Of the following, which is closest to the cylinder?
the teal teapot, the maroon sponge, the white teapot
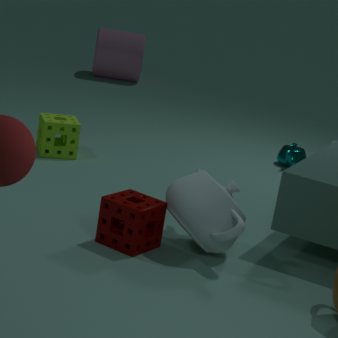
the teal teapot
